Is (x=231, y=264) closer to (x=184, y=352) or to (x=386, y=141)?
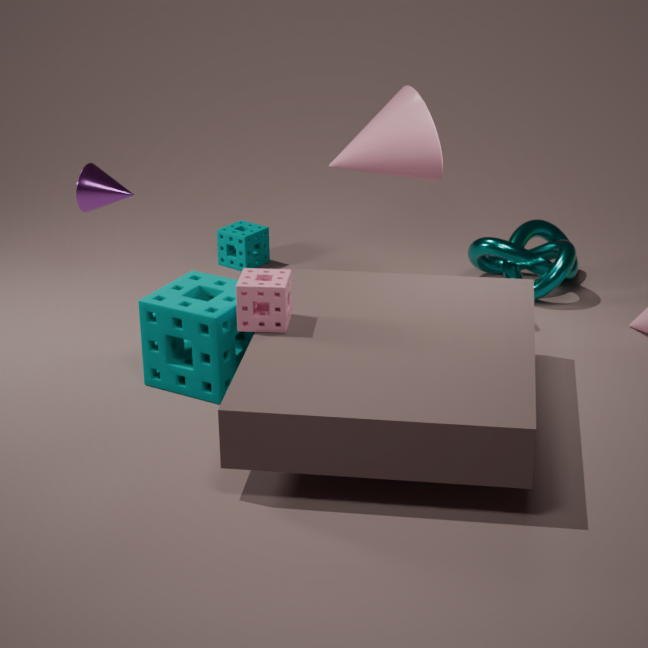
(x=386, y=141)
